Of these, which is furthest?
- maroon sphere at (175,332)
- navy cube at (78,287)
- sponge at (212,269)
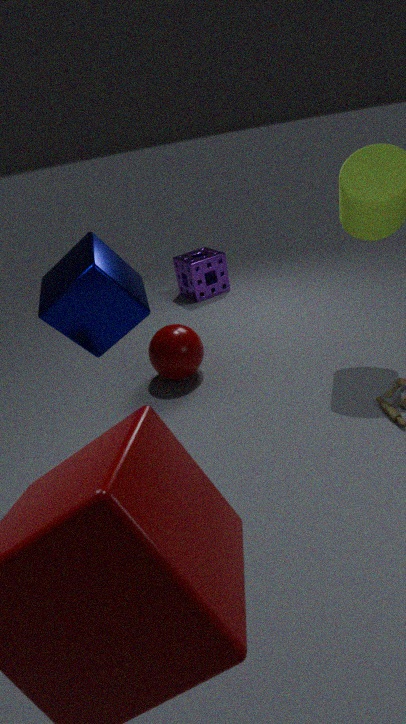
sponge at (212,269)
